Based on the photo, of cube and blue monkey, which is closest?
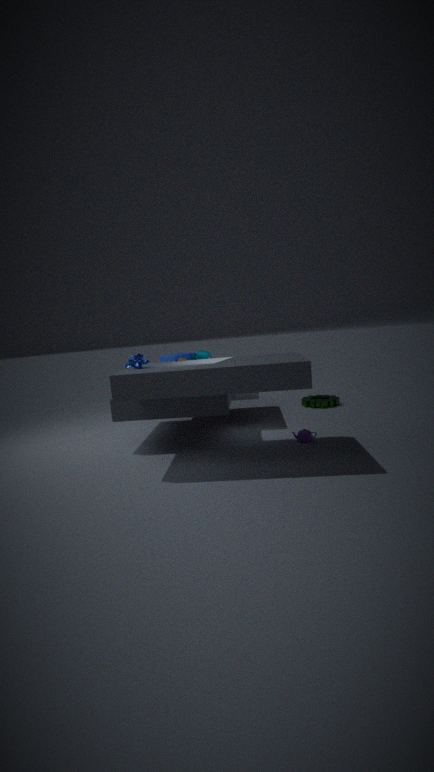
blue monkey
